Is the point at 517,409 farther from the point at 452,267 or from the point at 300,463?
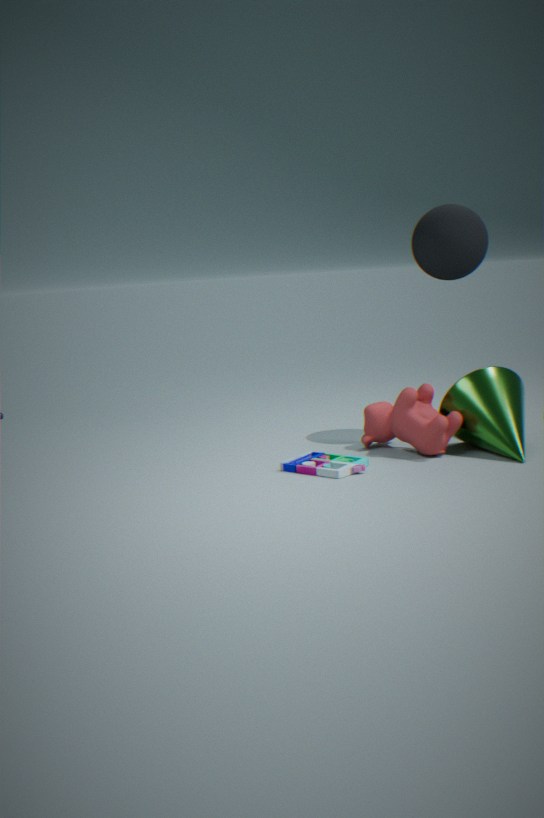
the point at 452,267
